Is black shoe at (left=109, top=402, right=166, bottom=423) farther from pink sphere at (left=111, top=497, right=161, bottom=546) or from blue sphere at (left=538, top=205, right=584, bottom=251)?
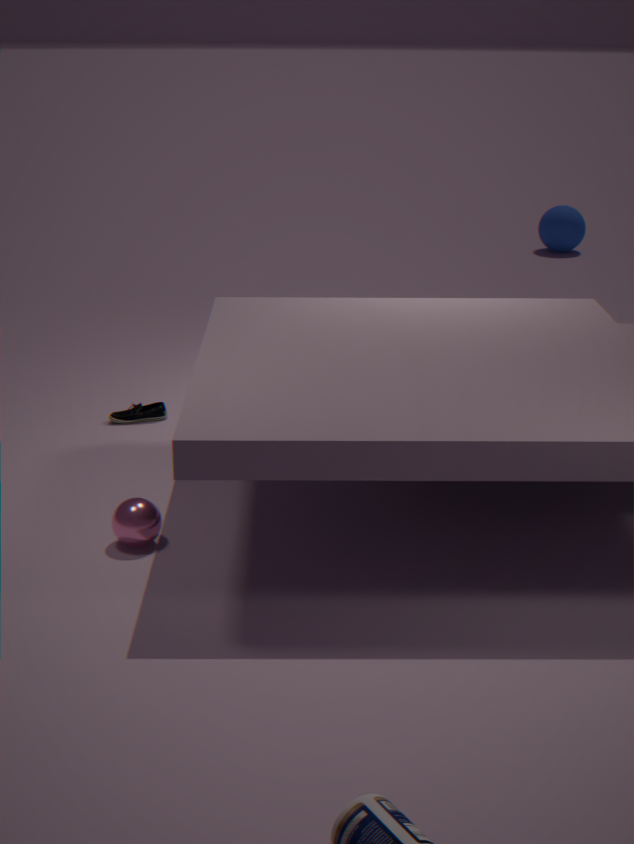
blue sphere at (left=538, top=205, right=584, bottom=251)
